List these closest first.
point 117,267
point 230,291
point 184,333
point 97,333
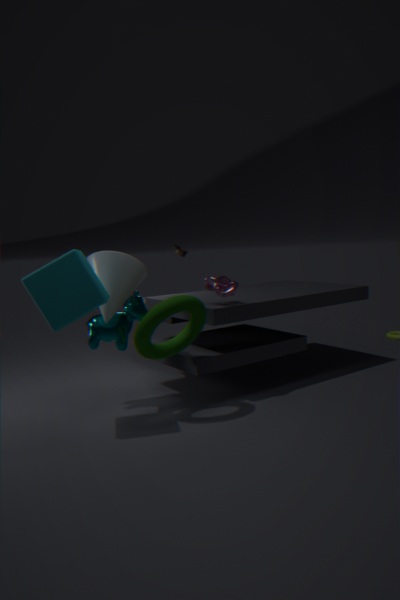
point 117,267 → point 184,333 → point 97,333 → point 230,291
